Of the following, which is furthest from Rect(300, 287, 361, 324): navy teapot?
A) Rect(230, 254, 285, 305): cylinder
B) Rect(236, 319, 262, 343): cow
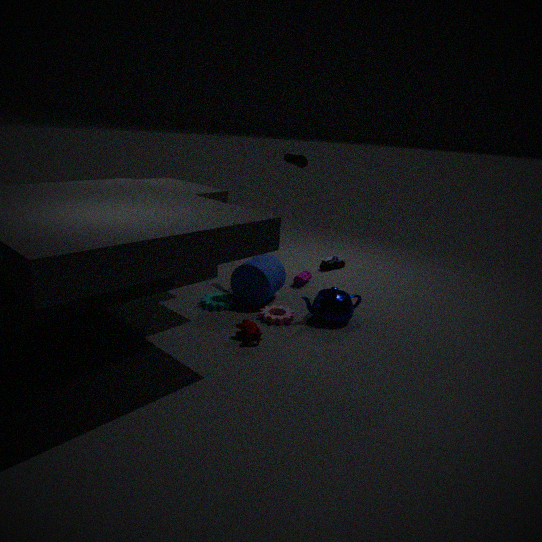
Rect(236, 319, 262, 343): cow
